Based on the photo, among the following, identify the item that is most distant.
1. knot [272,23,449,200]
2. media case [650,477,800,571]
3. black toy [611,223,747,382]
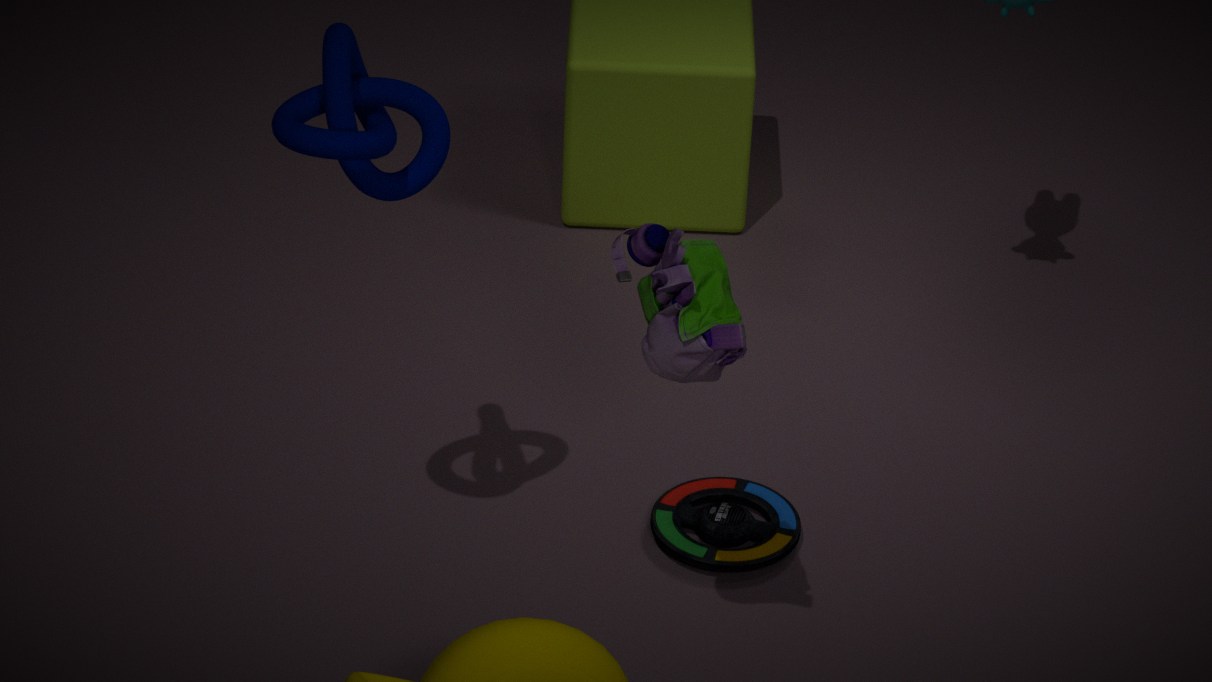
media case [650,477,800,571]
